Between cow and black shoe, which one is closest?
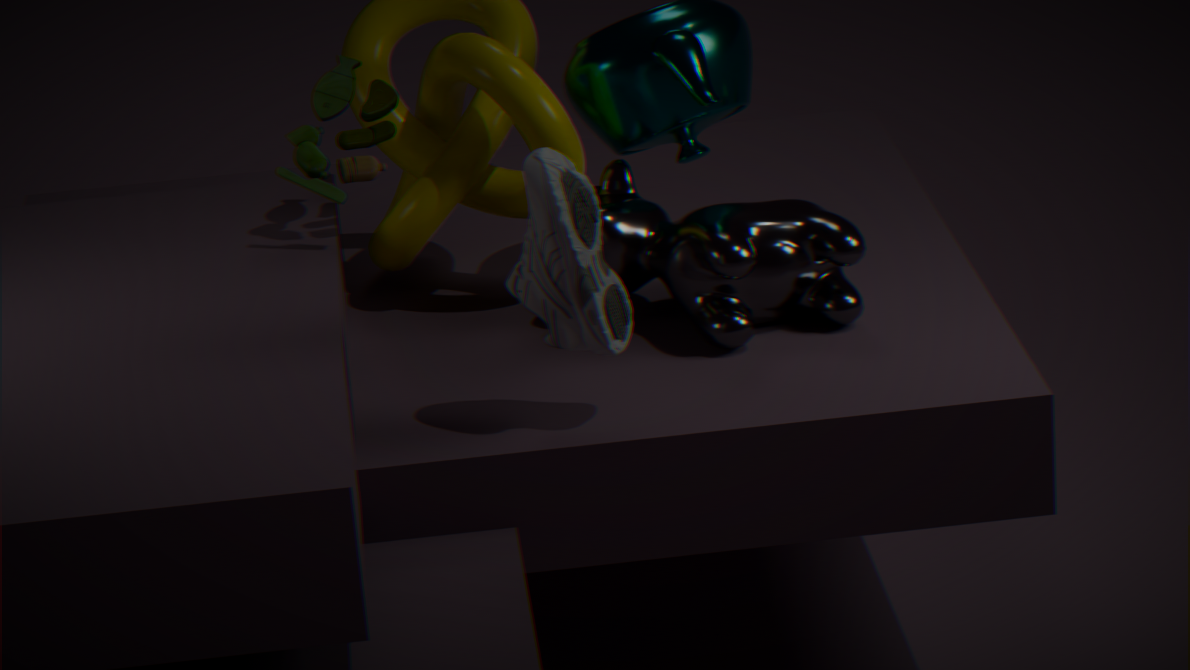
black shoe
